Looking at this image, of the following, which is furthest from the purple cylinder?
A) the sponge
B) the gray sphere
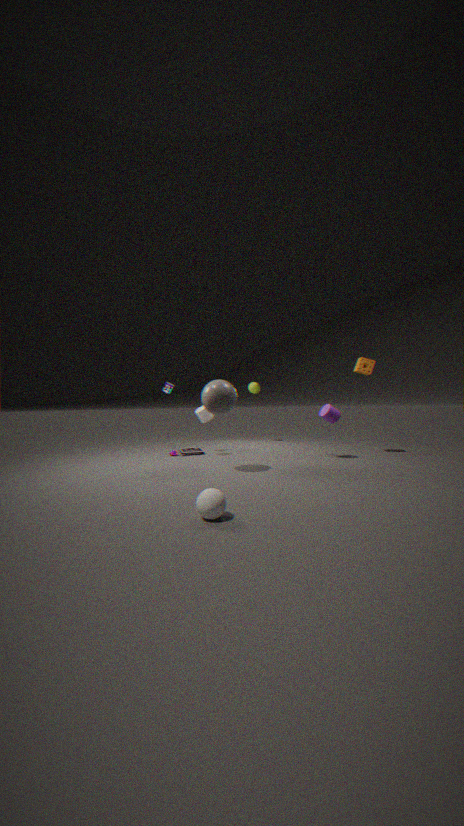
the gray sphere
